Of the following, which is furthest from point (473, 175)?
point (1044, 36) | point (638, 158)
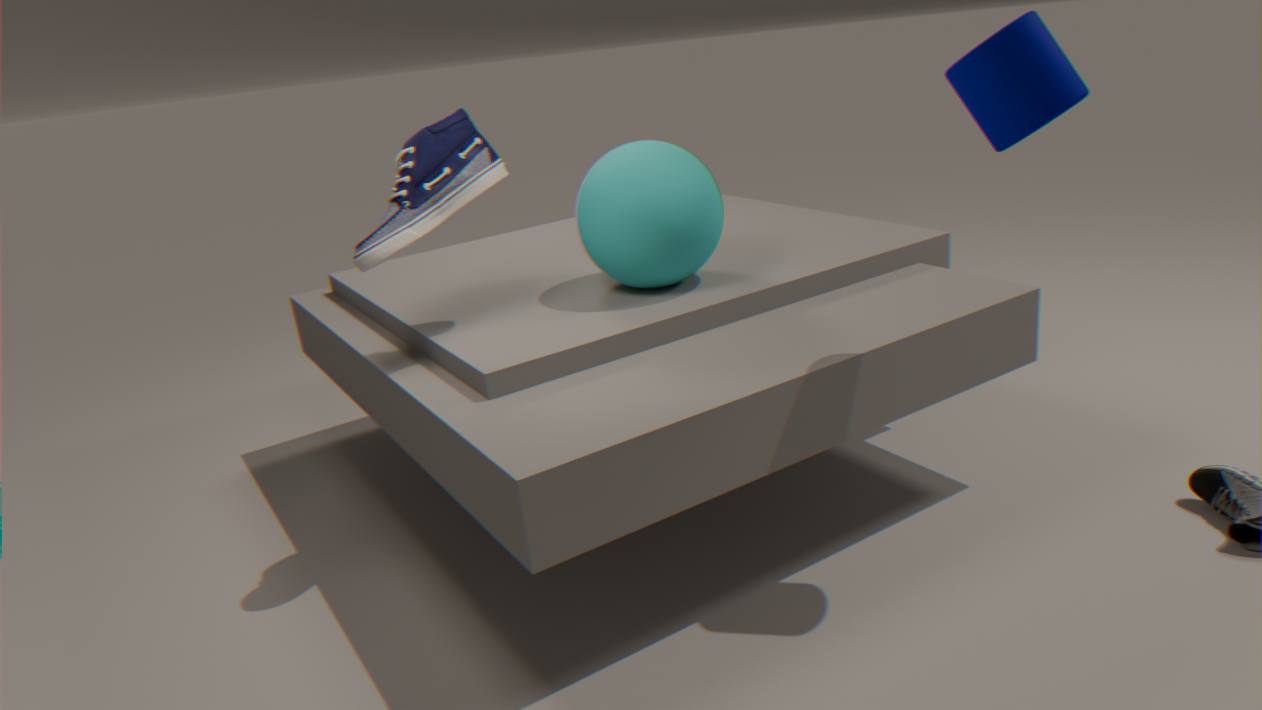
point (1044, 36)
